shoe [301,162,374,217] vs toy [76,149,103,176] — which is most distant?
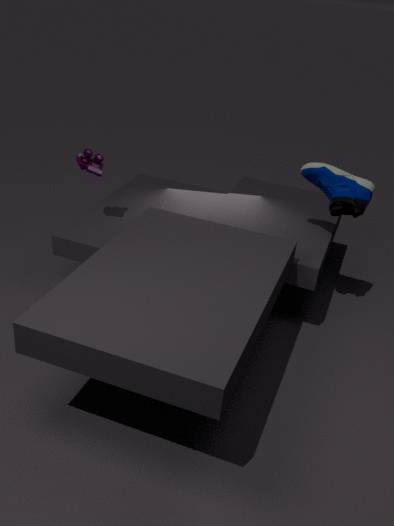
toy [76,149,103,176]
